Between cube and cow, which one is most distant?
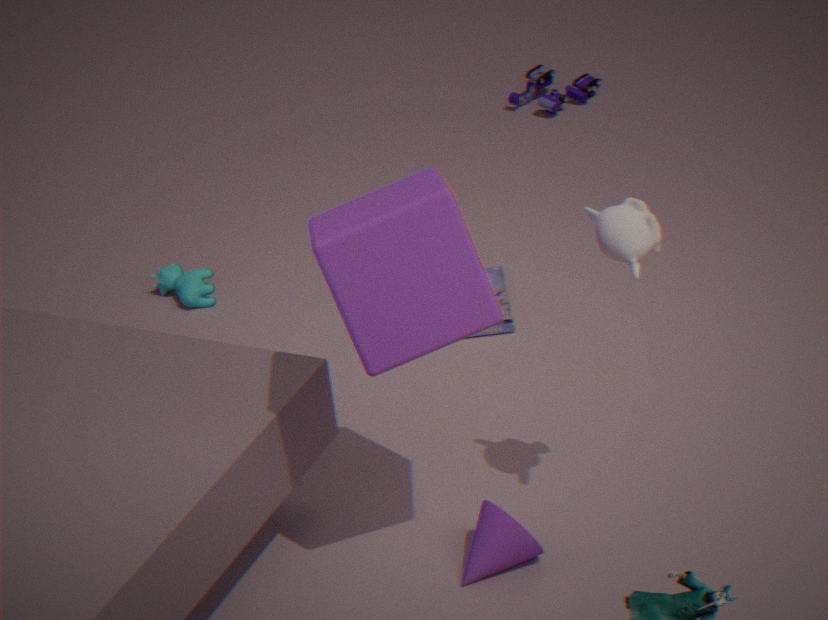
cow
